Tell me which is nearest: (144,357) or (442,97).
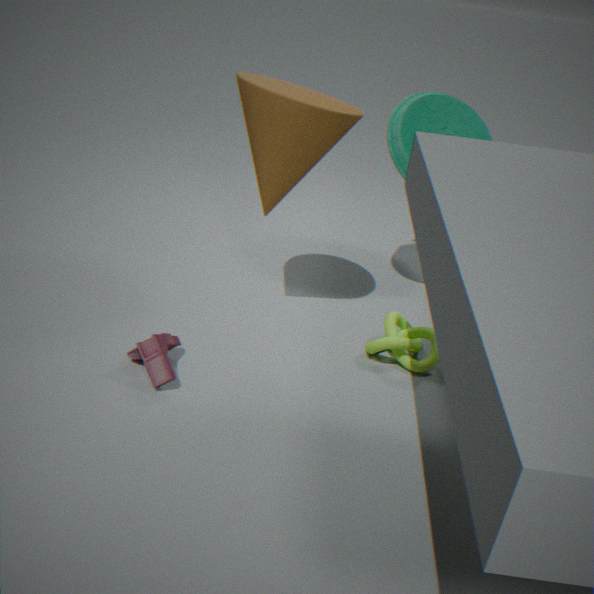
A: (144,357)
